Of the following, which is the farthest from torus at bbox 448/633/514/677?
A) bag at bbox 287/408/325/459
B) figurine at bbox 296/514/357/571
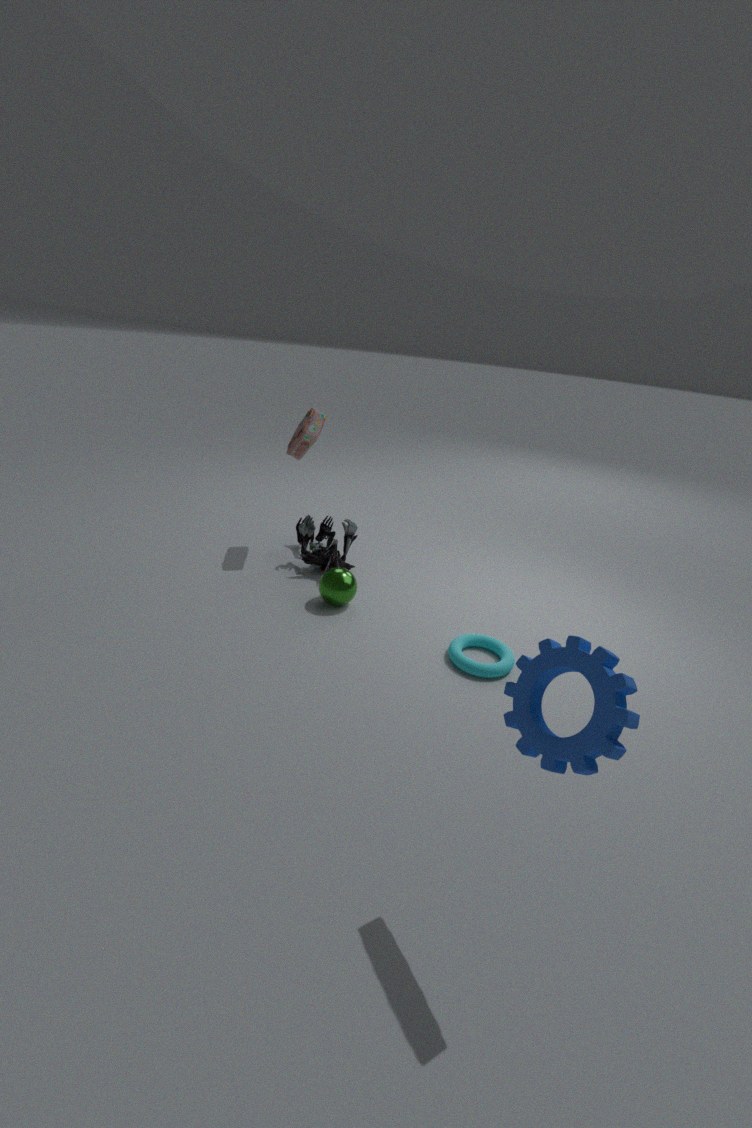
bag at bbox 287/408/325/459
